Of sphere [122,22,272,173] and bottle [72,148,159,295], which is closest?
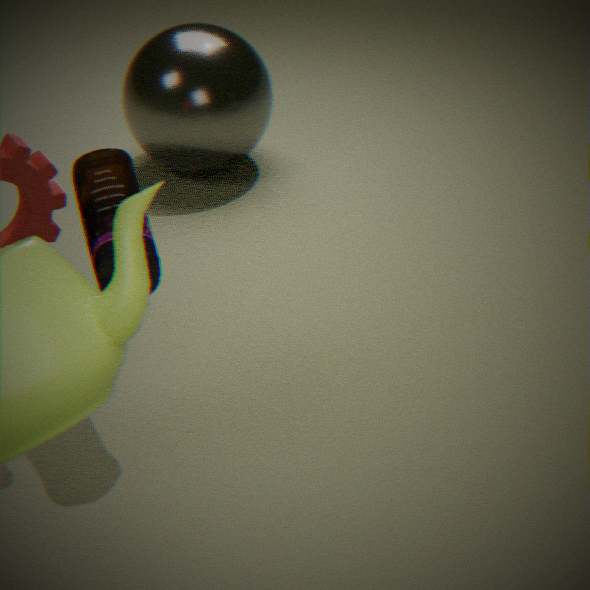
bottle [72,148,159,295]
